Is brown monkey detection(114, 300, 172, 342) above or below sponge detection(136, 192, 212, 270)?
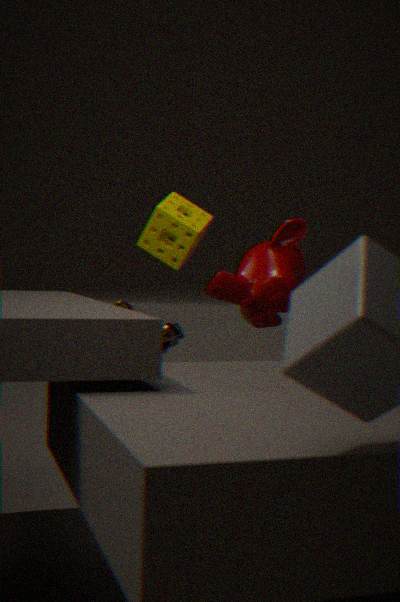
below
